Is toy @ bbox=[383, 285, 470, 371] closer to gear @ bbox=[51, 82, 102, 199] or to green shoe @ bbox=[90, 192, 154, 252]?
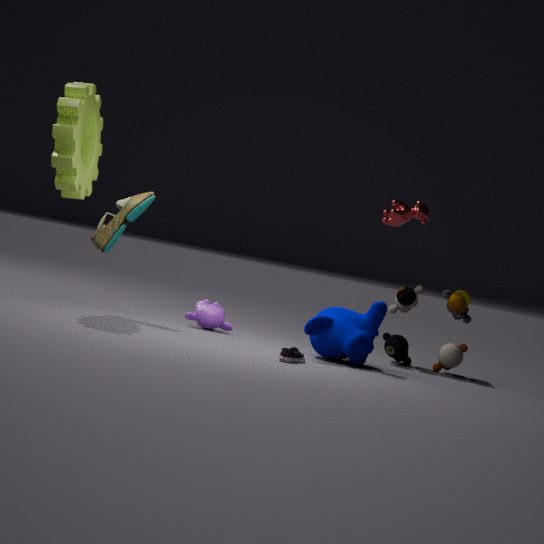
green shoe @ bbox=[90, 192, 154, 252]
